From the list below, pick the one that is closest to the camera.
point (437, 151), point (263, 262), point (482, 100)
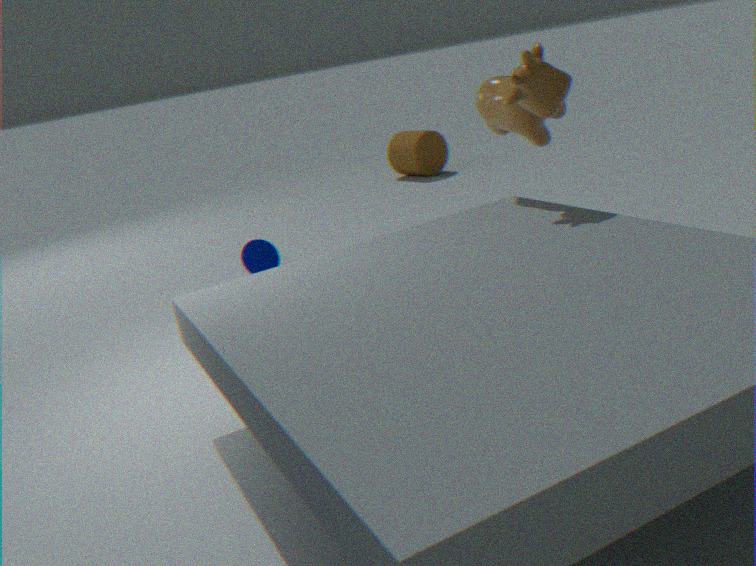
point (482, 100)
